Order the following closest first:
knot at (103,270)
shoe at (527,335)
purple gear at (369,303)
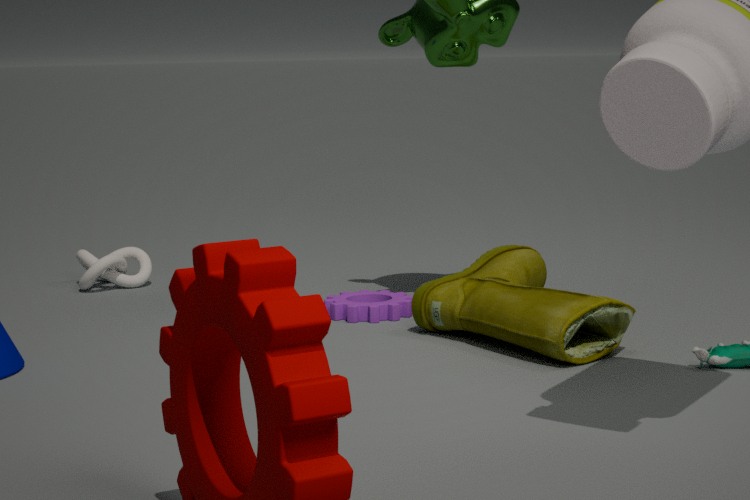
1. shoe at (527,335)
2. purple gear at (369,303)
3. knot at (103,270)
